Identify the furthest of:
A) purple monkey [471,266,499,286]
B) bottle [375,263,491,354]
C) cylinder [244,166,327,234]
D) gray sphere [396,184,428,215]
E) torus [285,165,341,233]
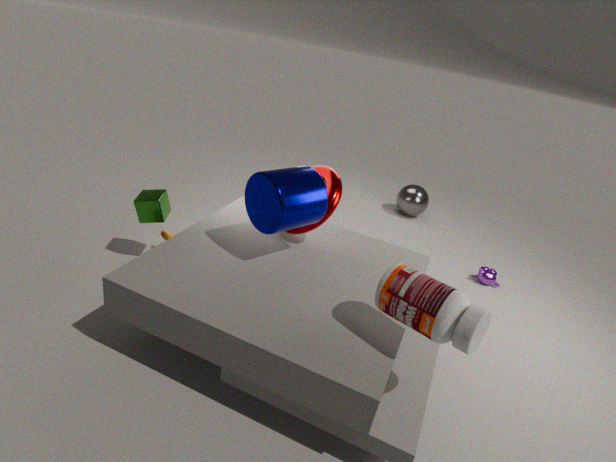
gray sphere [396,184,428,215]
